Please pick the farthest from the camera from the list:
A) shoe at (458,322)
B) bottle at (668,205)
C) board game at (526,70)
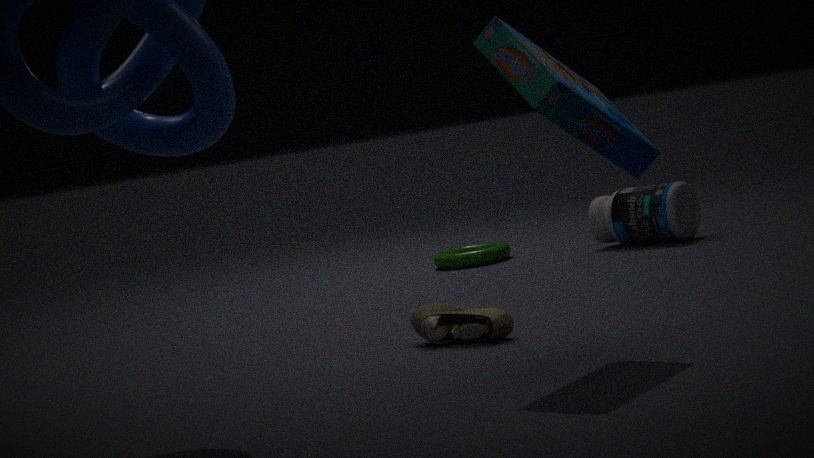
bottle at (668,205)
